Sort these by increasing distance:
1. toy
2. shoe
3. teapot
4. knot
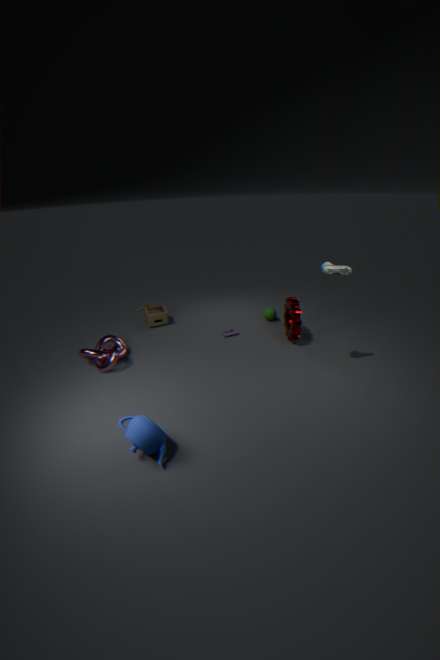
teapot, shoe, knot, toy
